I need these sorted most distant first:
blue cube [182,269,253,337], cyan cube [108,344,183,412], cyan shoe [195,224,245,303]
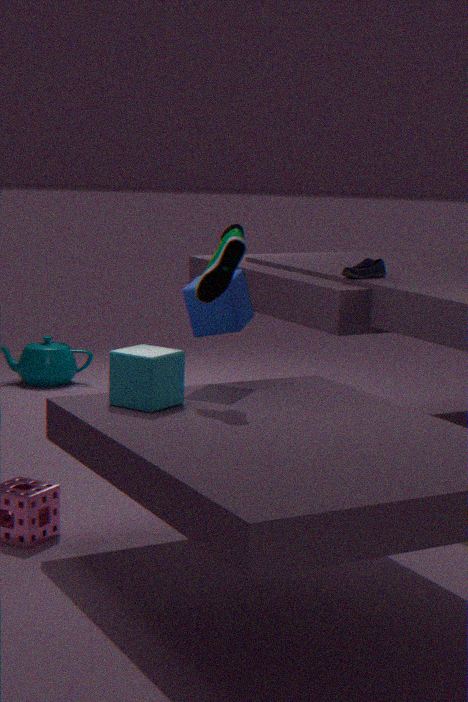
blue cube [182,269,253,337]
cyan shoe [195,224,245,303]
cyan cube [108,344,183,412]
